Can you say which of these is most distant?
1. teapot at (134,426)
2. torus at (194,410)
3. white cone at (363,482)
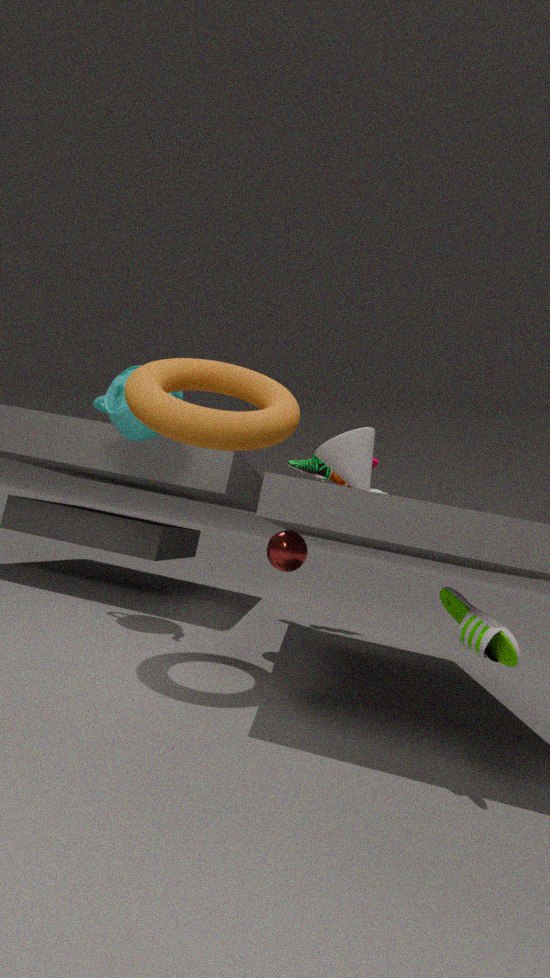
teapot at (134,426)
